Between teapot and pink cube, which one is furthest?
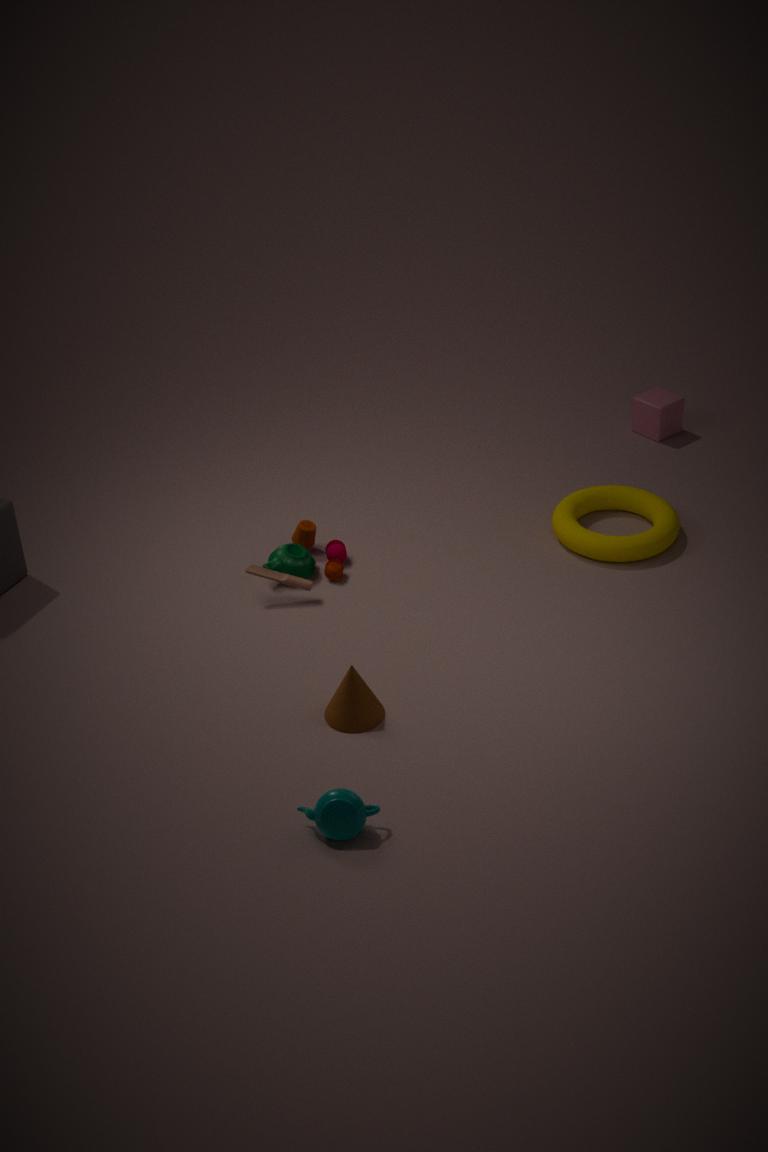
pink cube
